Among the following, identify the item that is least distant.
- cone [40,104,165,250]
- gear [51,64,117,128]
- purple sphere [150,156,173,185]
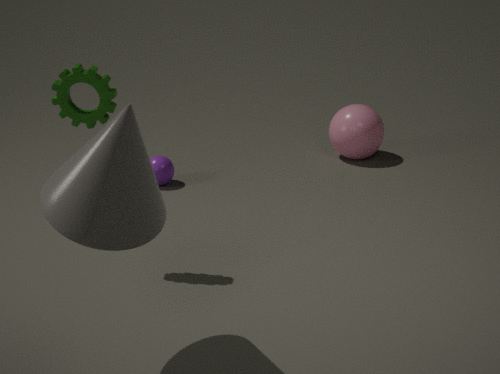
cone [40,104,165,250]
